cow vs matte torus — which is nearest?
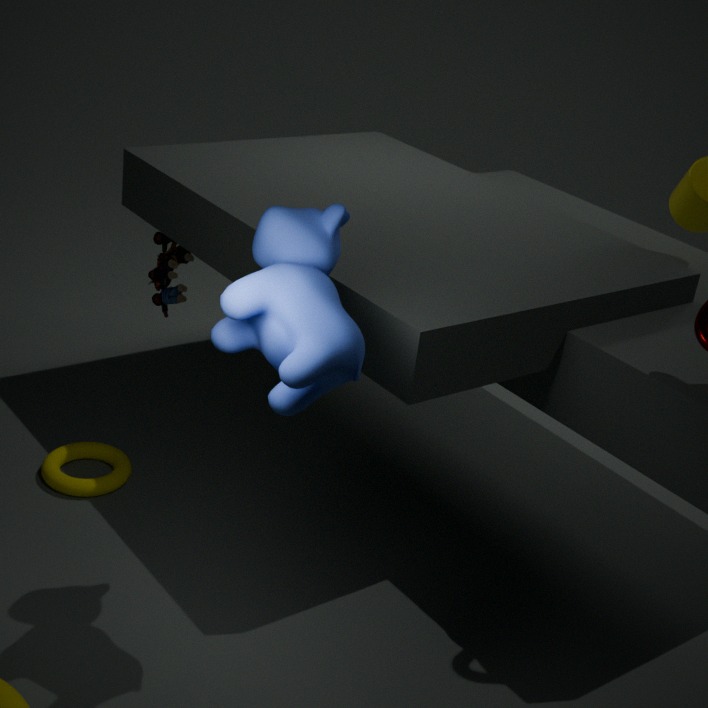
cow
